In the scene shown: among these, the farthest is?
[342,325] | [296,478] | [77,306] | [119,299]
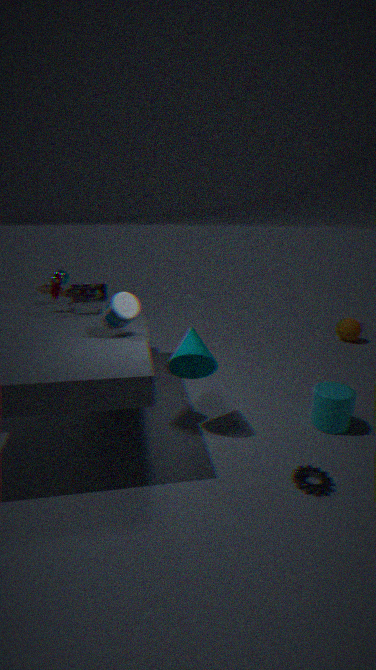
[342,325]
